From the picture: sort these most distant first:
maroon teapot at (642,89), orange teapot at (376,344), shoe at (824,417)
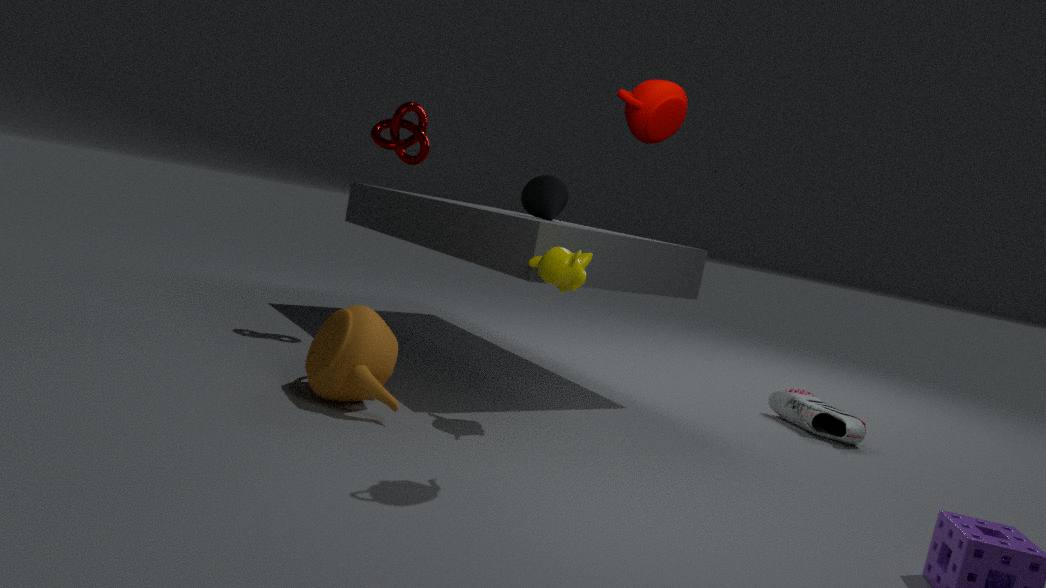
shoe at (824,417) < orange teapot at (376,344) < maroon teapot at (642,89)
